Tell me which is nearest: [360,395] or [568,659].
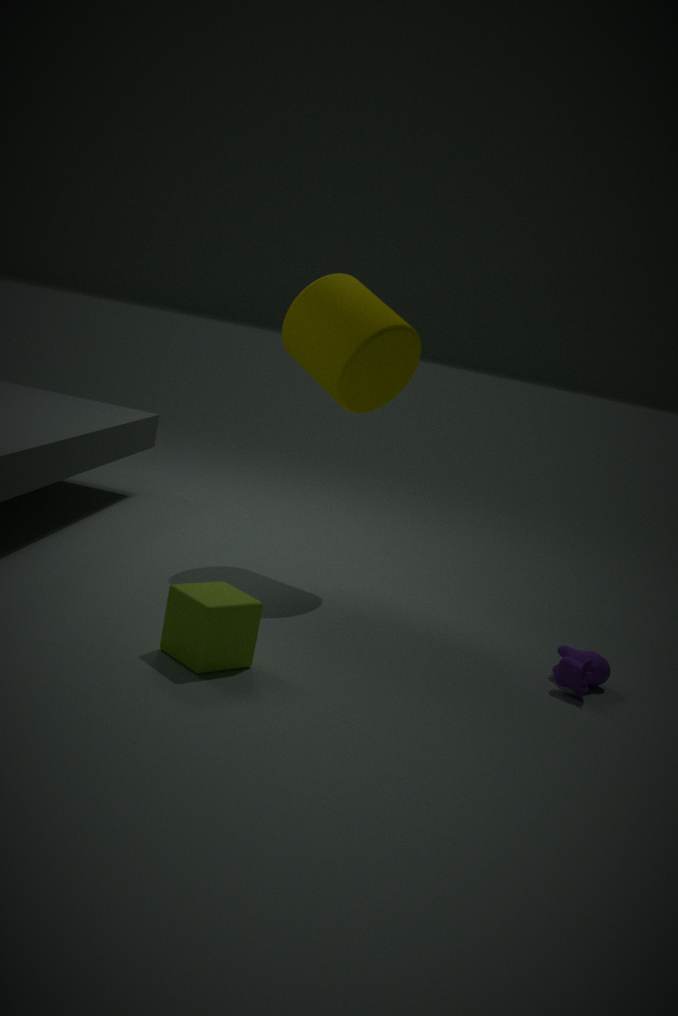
[568,659]
